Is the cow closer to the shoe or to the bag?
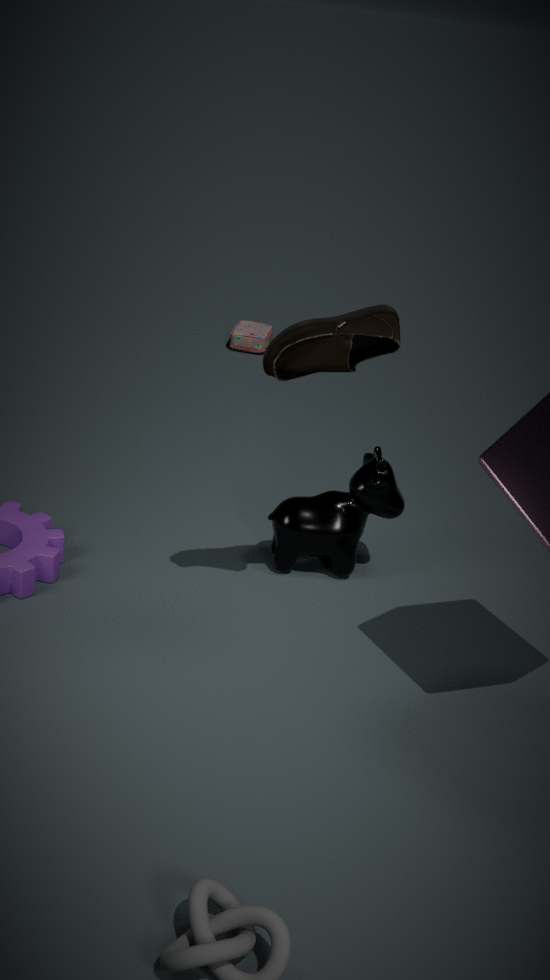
the shoe
